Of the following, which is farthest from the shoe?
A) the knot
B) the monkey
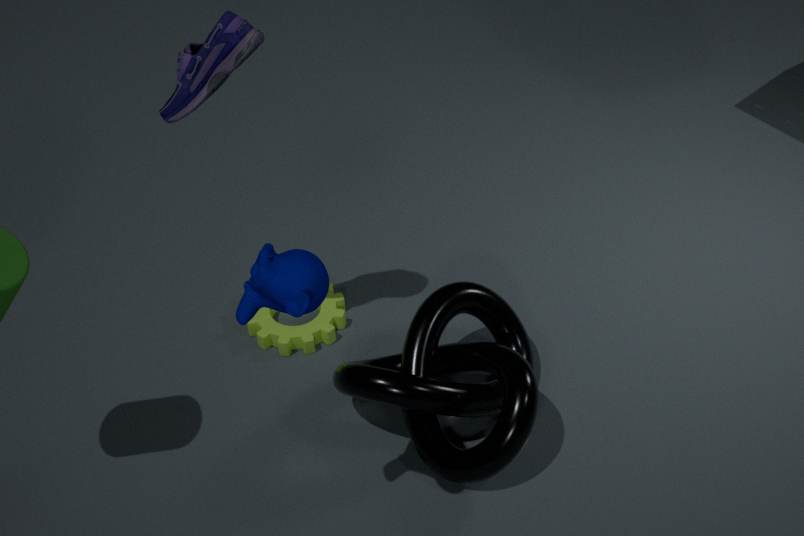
the knot
